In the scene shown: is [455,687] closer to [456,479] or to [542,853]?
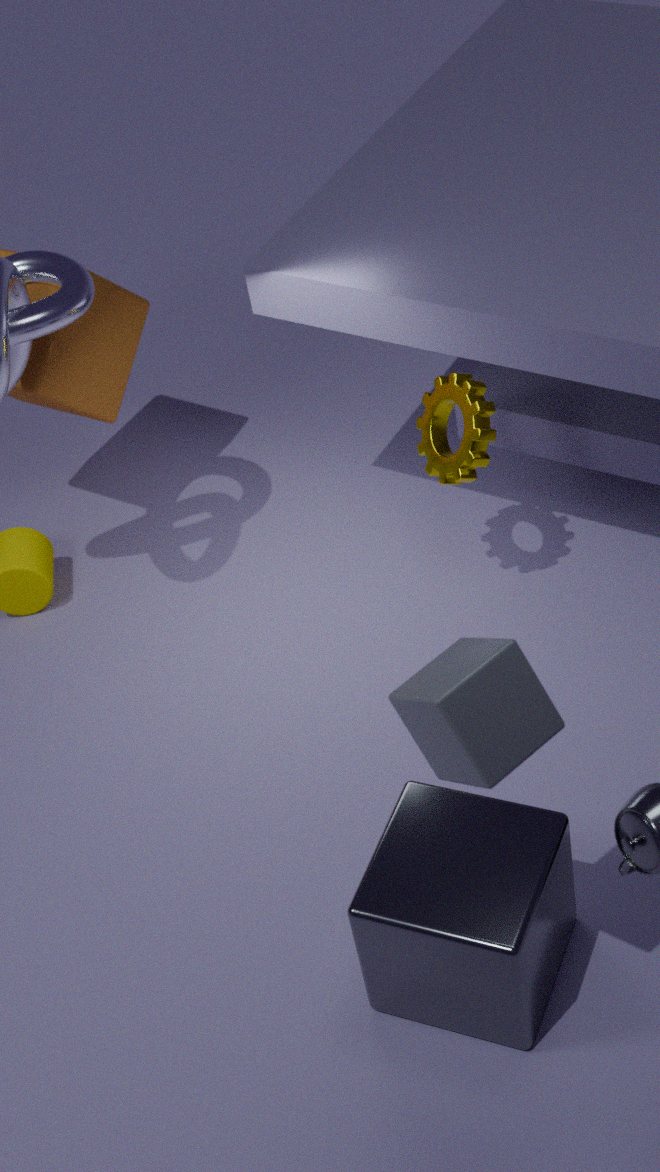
[542,853]
